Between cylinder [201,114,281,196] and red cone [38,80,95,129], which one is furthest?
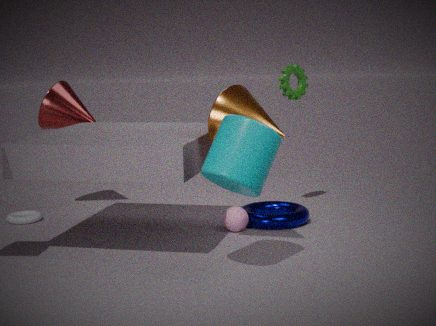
red cone [38,80,95,129]
